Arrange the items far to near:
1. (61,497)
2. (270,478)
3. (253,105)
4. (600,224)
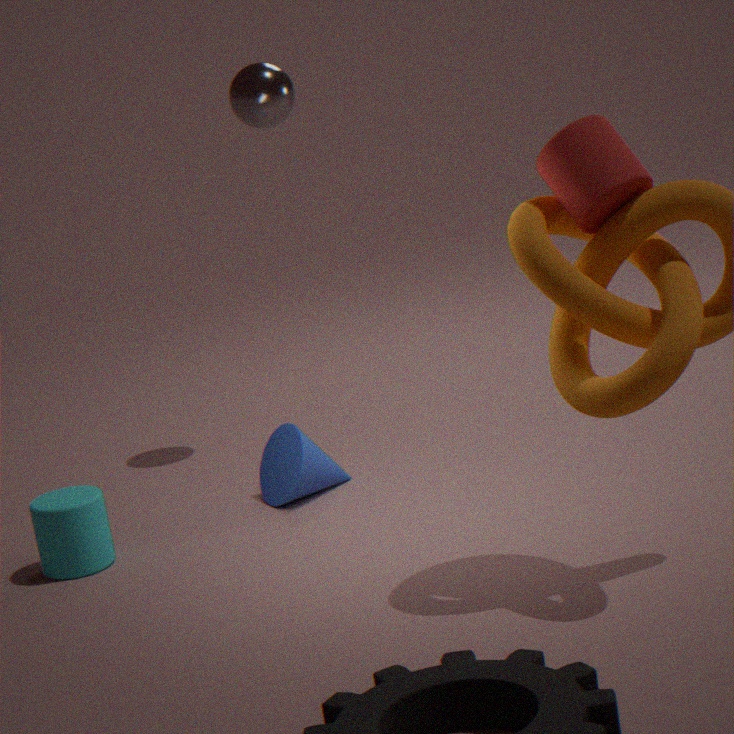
(253,105), (270,478), (61,497), (600,224)
